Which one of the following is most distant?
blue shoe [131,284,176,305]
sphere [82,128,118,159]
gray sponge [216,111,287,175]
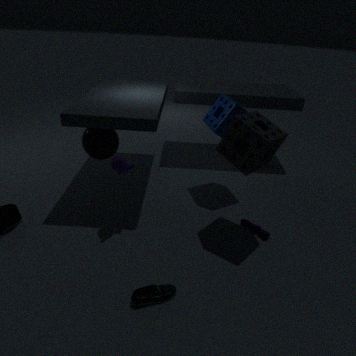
sphere [82,128,118,159]
